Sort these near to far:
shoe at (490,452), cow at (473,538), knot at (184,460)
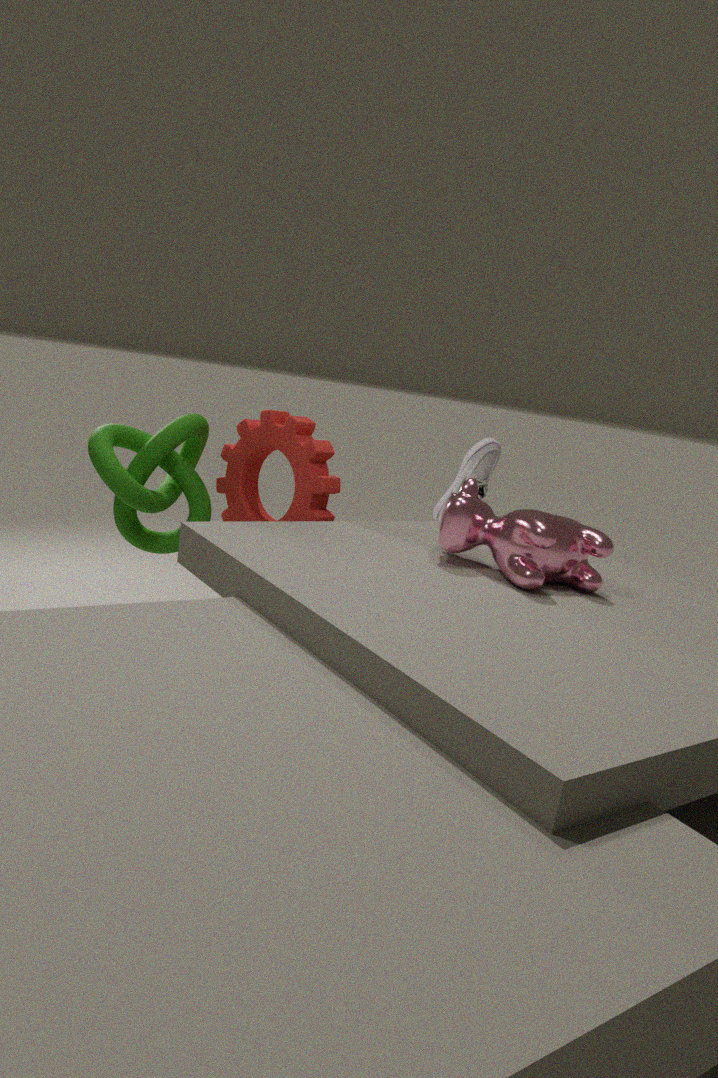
cow at (473,538)
knot at (184,460)
shoe at (490,452)
